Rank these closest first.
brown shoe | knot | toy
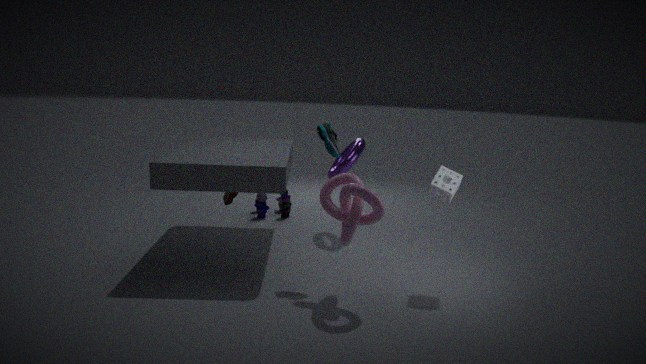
knot → brown shoe → toy
